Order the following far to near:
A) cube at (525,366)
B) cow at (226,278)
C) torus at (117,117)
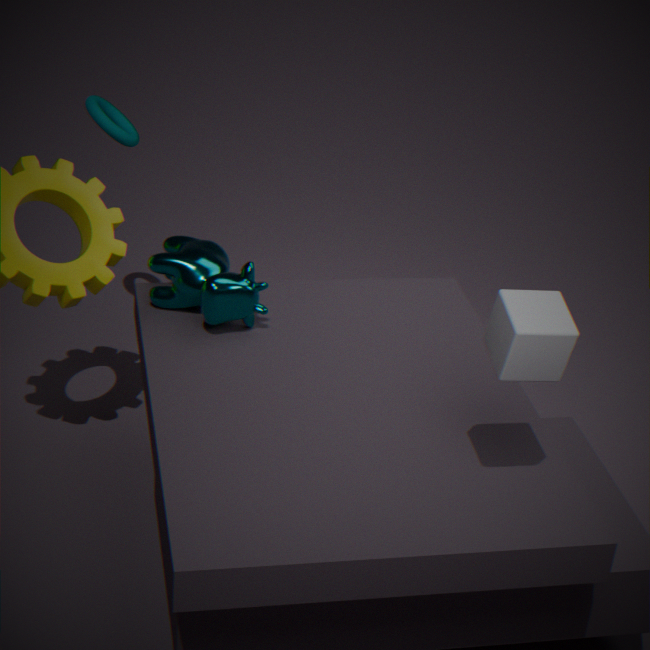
torus at (117,117)
cow at (226,278)
cube at (525,366)
